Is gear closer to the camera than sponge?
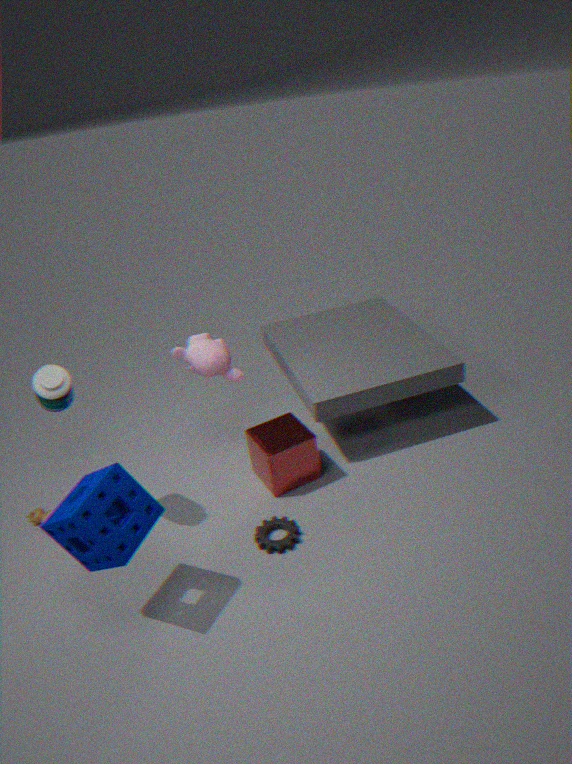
No
